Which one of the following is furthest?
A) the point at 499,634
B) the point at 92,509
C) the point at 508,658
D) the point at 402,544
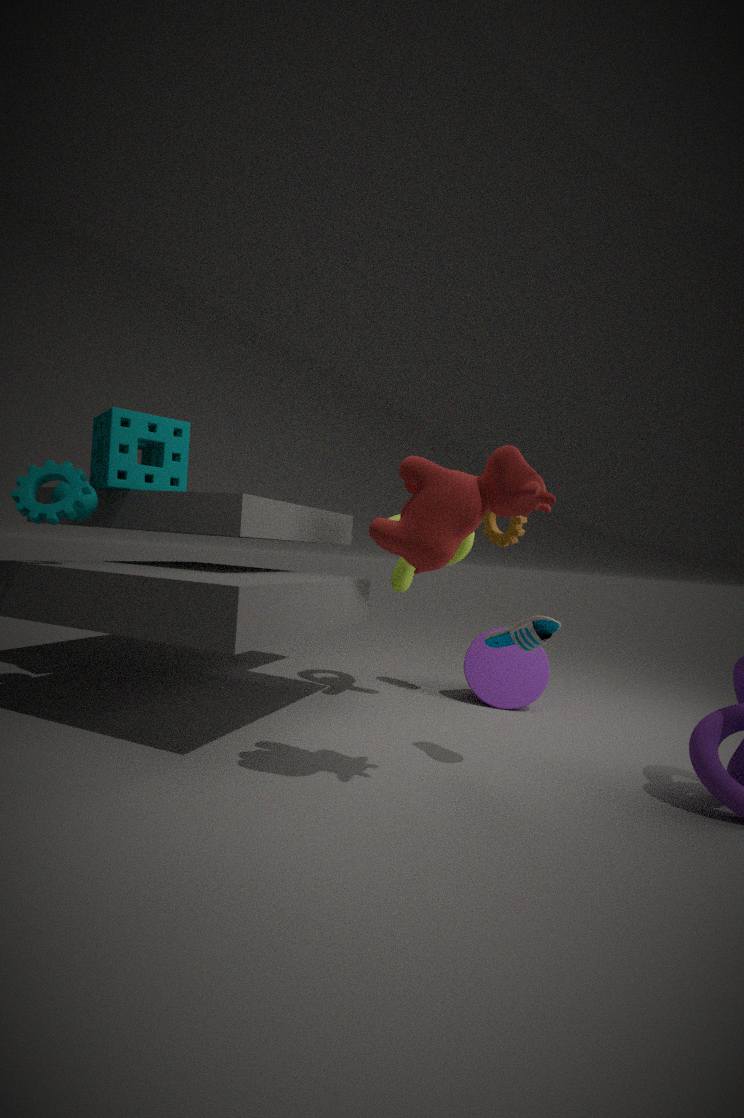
the point at 508,658
